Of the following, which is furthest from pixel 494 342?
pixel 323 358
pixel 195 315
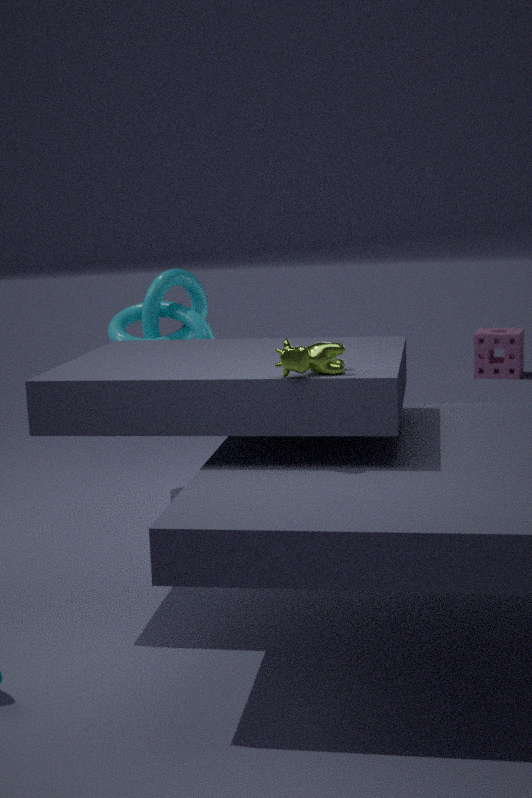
pixel 323 358
